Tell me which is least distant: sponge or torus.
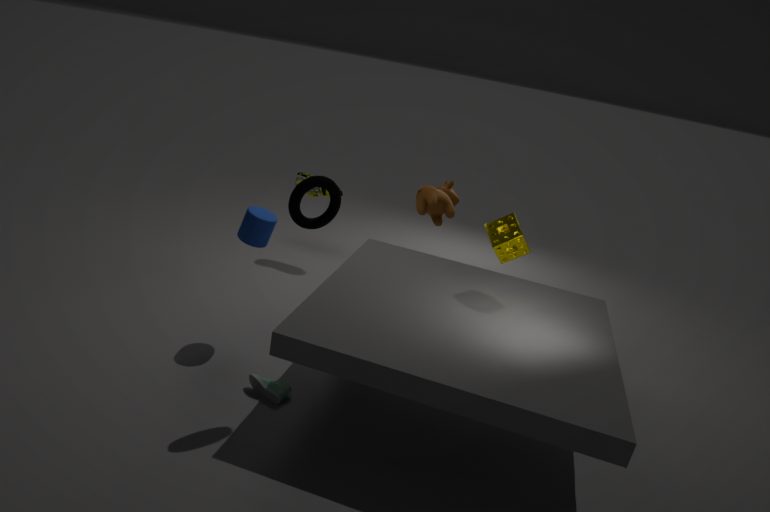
torus
